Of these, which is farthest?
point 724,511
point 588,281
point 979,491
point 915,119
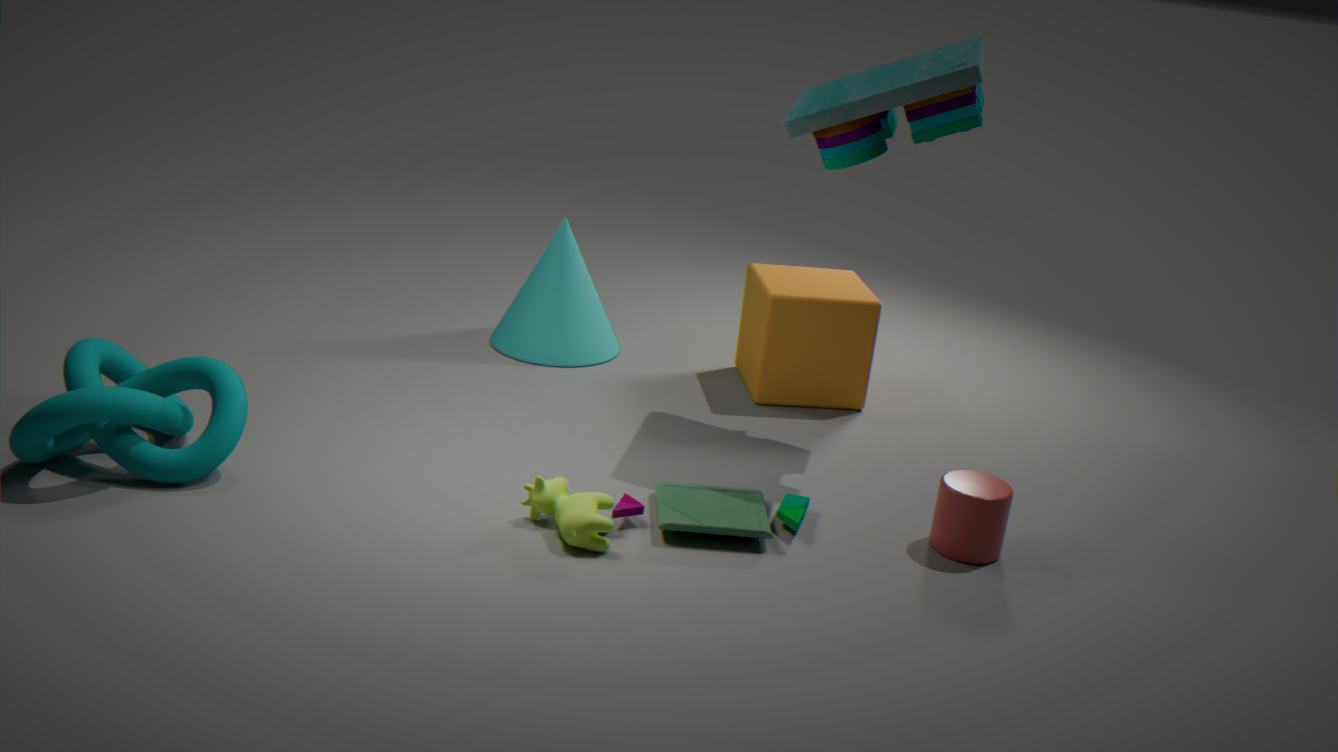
point 588,281
